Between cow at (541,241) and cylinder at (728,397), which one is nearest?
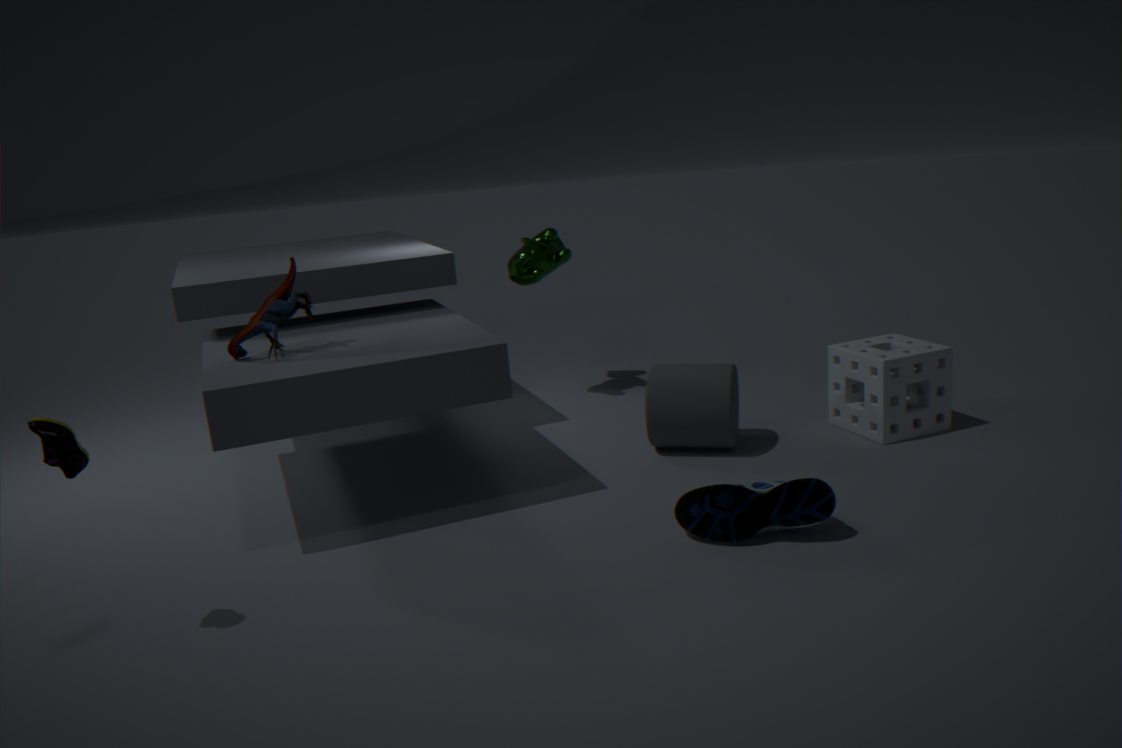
cylinder at (728,397)
